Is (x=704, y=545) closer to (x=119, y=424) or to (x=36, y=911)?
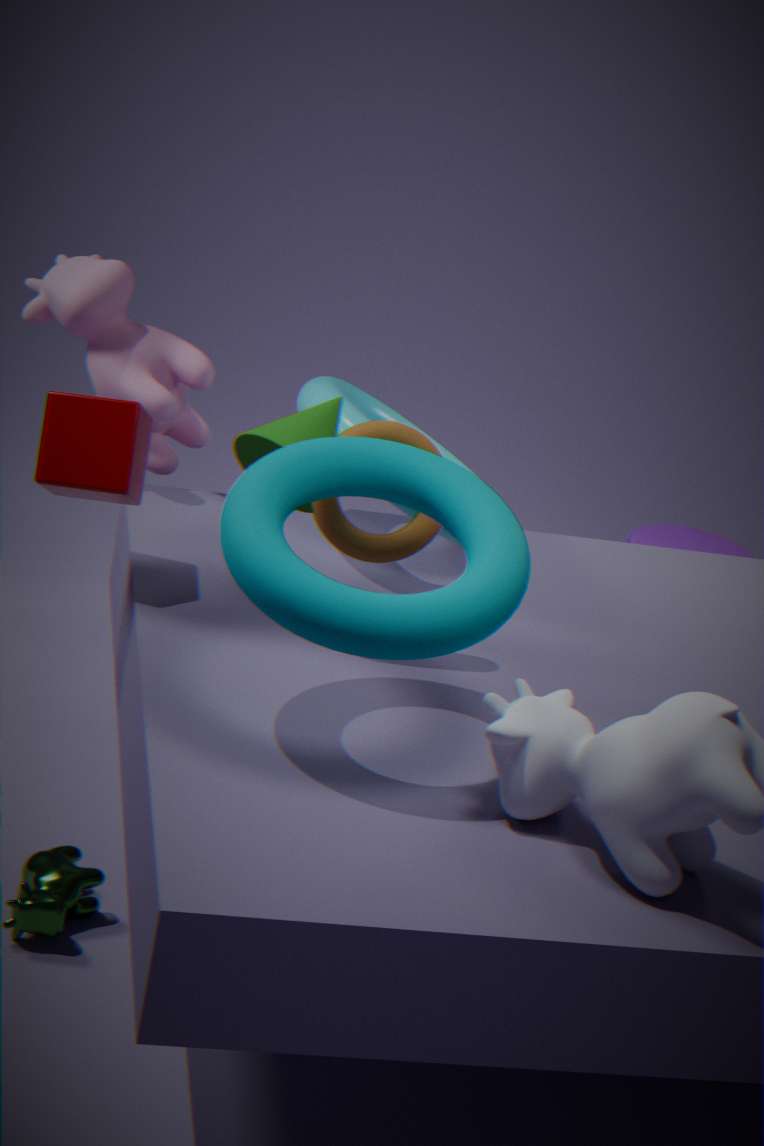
(x=119, y=424)
